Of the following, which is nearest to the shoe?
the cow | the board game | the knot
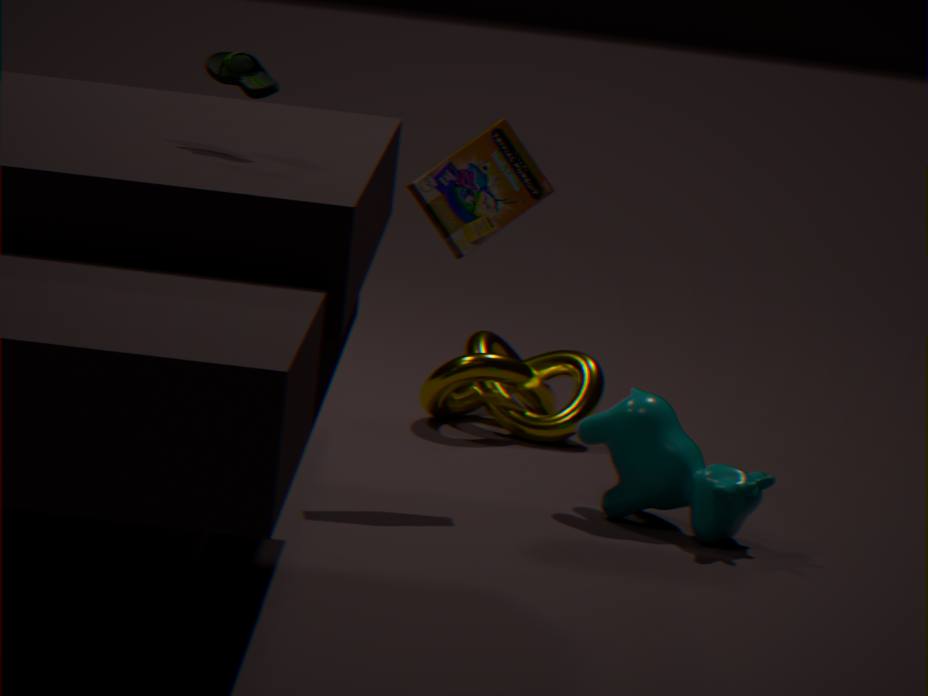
the board game
